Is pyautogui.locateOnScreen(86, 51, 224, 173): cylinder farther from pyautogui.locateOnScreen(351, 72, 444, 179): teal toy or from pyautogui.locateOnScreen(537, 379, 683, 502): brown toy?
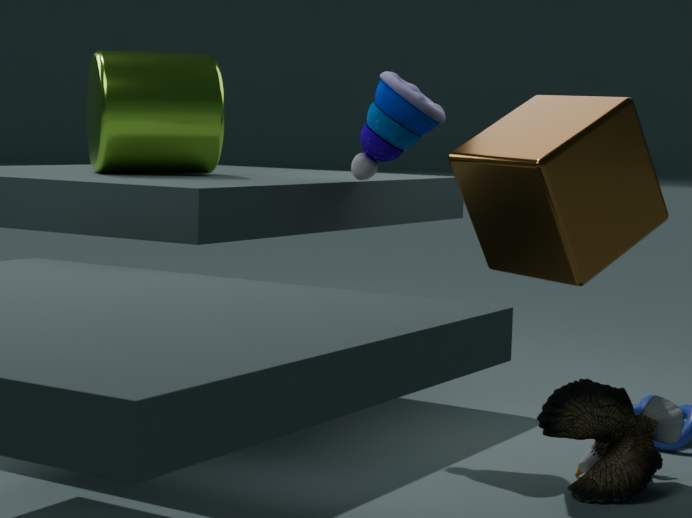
pyautogui.locateOnScreen(537, 379, 683, 502): brown toy
